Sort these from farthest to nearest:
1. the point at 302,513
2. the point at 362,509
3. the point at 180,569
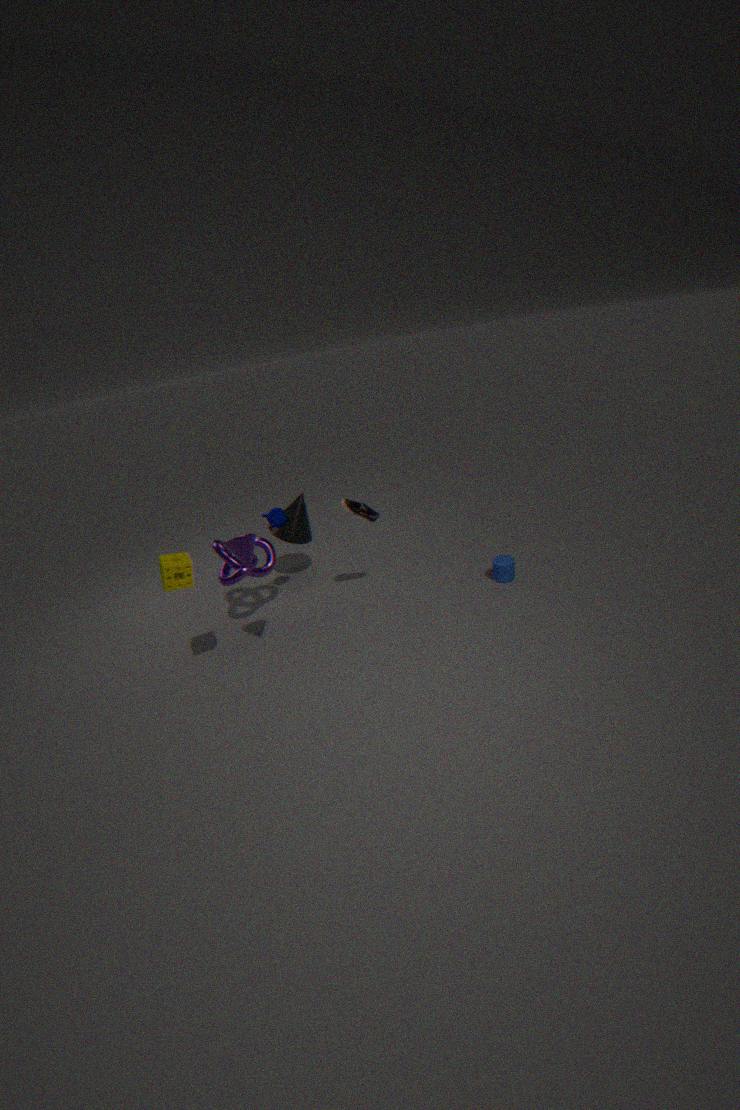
the point at 302,513 → the point at 362,509 → the point at 180,569
